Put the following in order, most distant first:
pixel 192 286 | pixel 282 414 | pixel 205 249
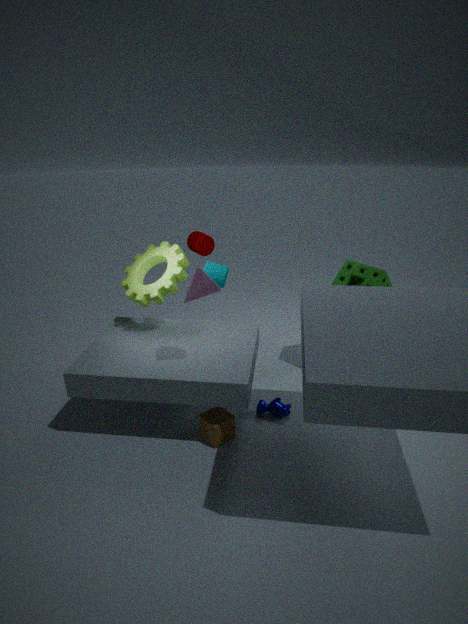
pixel 205 249 < pixel 282 414 < pixel 192 286
